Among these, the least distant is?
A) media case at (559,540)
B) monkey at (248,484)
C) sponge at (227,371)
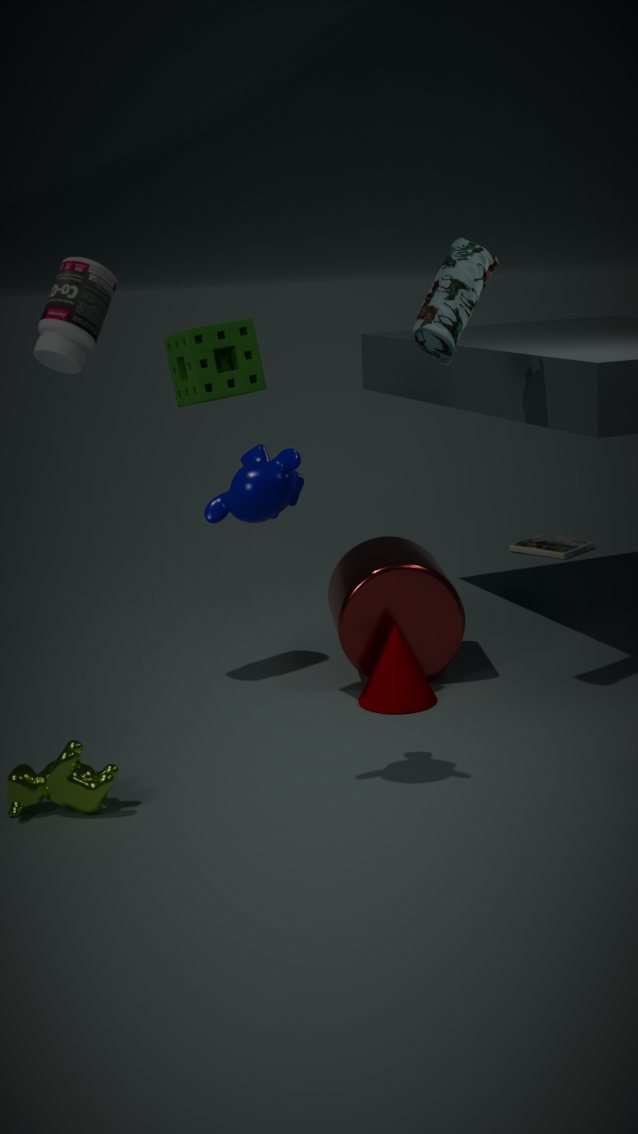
monkey at (248,484)
